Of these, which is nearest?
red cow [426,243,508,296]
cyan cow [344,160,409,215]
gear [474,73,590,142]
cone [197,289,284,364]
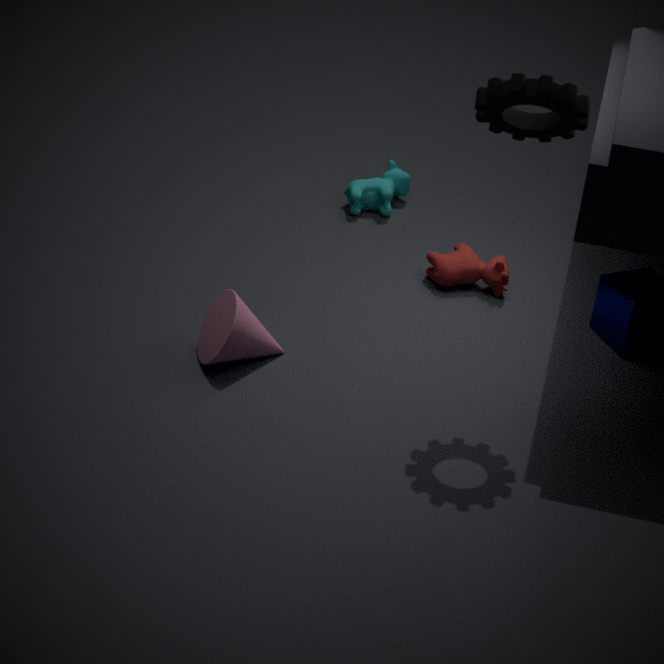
gear [474,73,590,142]
